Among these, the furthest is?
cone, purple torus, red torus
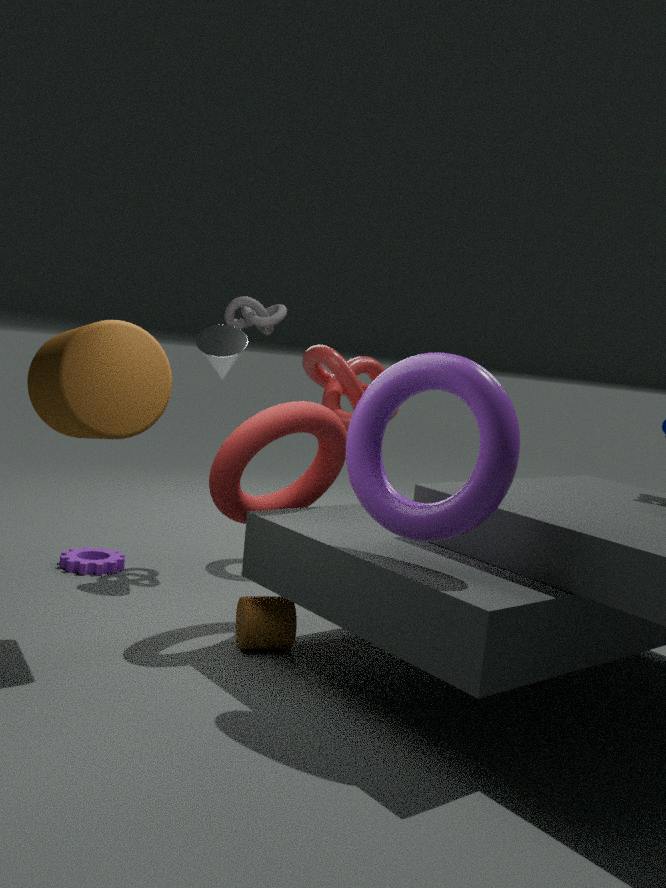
cone
